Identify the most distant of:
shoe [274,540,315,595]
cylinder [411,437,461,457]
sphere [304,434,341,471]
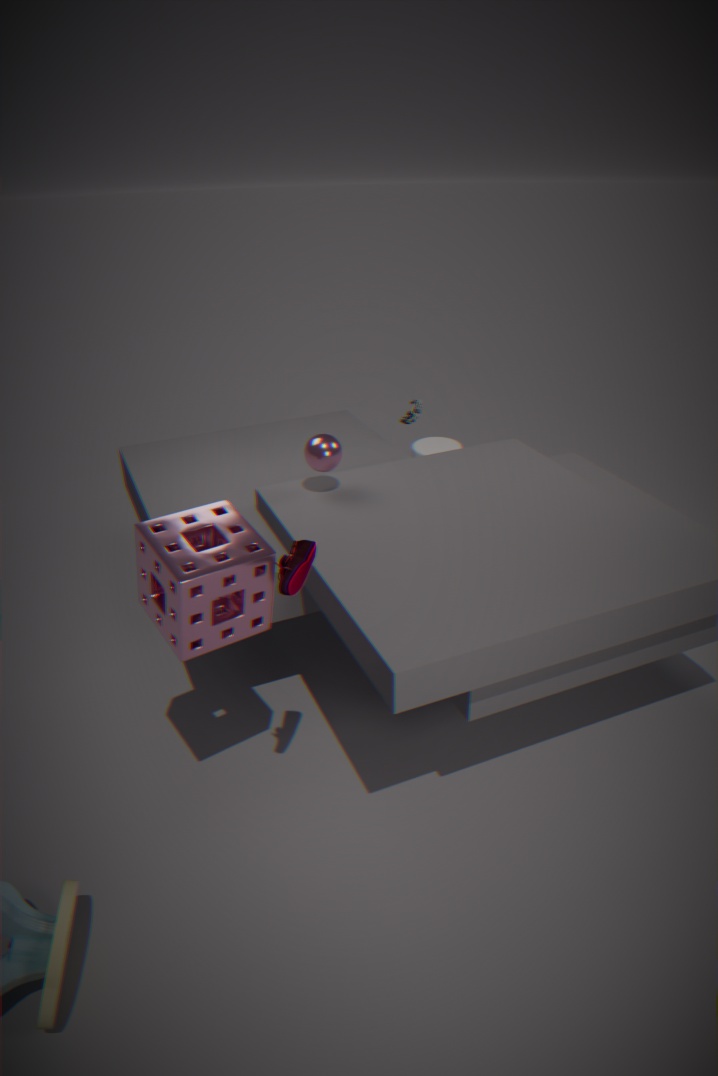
cylinder [411,437,461,457]
